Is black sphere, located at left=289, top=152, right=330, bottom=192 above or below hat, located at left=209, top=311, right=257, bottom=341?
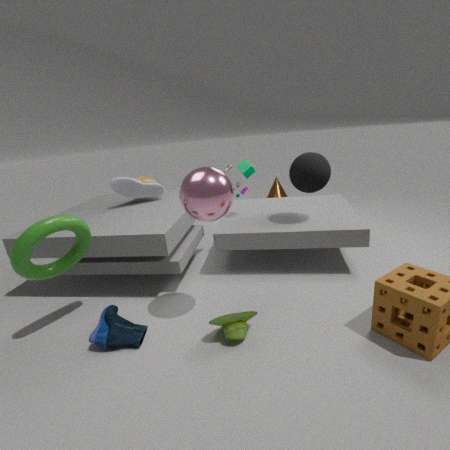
above
